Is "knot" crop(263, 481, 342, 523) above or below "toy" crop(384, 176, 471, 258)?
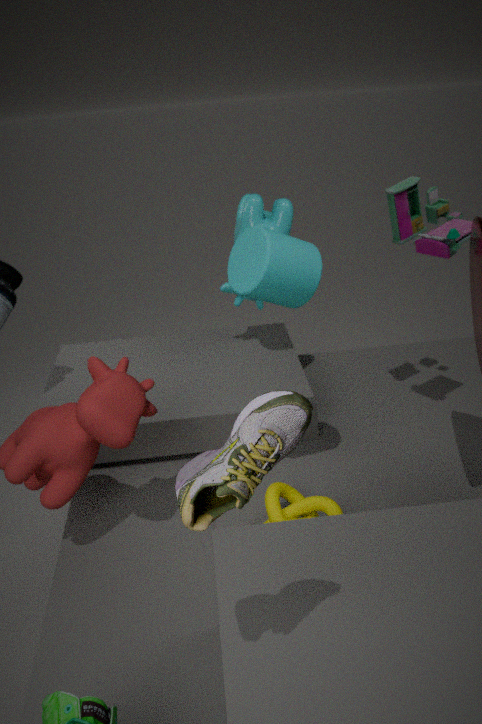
below
